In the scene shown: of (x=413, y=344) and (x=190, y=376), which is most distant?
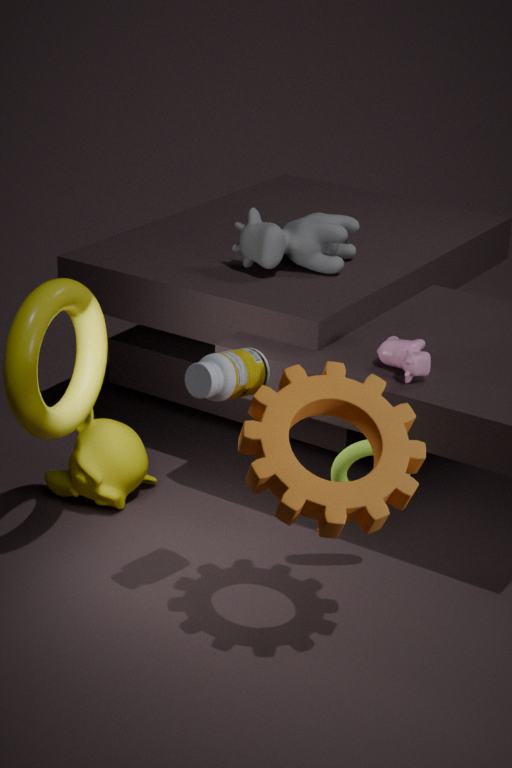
(x=413, y=344)
